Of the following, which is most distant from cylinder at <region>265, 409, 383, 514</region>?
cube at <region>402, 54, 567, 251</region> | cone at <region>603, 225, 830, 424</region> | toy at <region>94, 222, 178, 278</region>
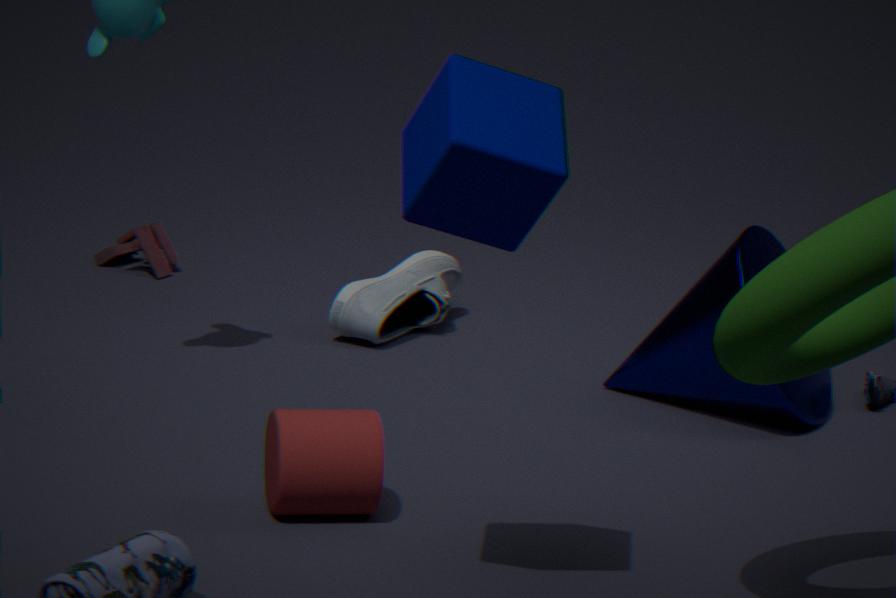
toy at <region>94, 222, 178, 278</region>
